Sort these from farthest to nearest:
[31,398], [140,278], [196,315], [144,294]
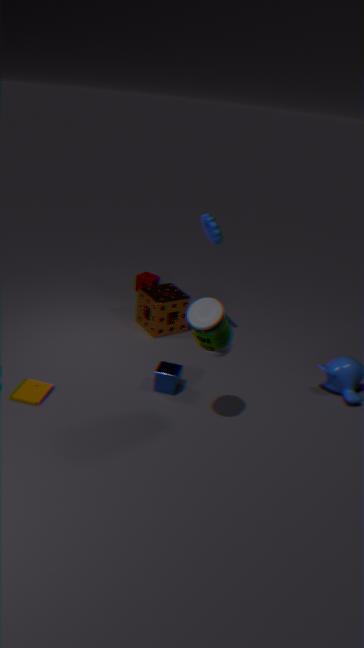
[140,278]
[144,294]
[31,398]
[196,315]
